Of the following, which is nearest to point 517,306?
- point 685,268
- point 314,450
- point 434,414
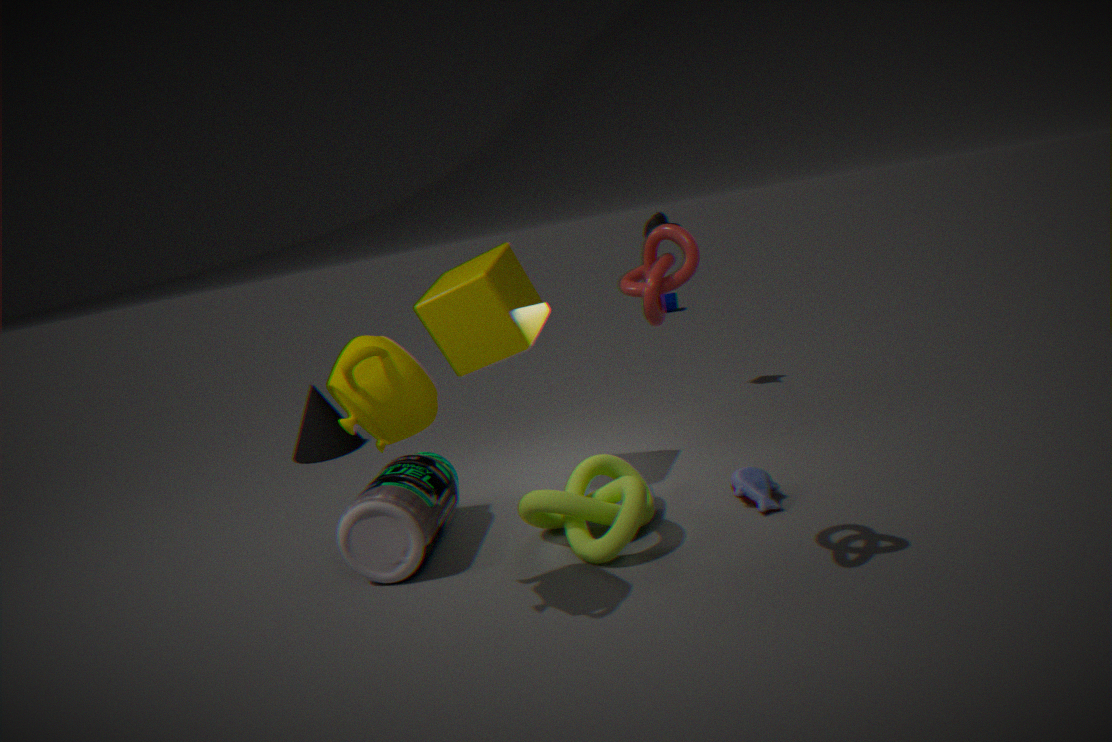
point 434,414
